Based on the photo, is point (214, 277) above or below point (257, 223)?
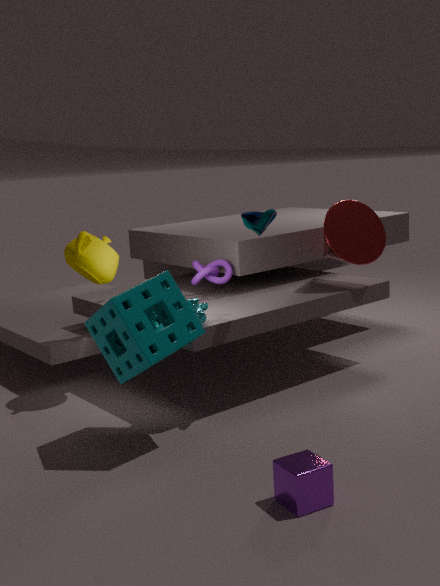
below
